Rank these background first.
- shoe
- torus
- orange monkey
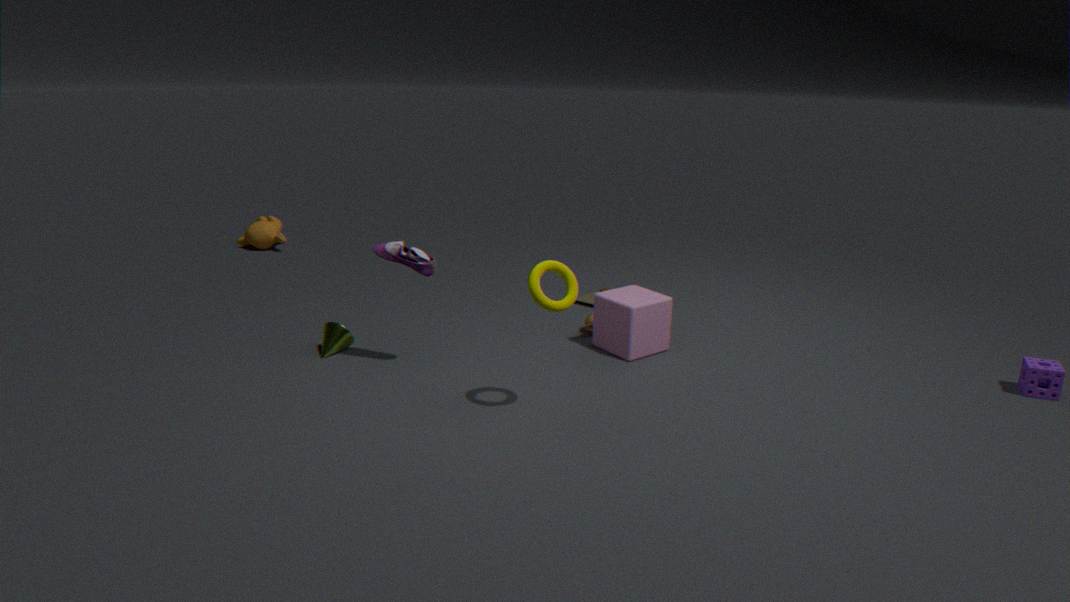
orange monkey, shoe, torus
